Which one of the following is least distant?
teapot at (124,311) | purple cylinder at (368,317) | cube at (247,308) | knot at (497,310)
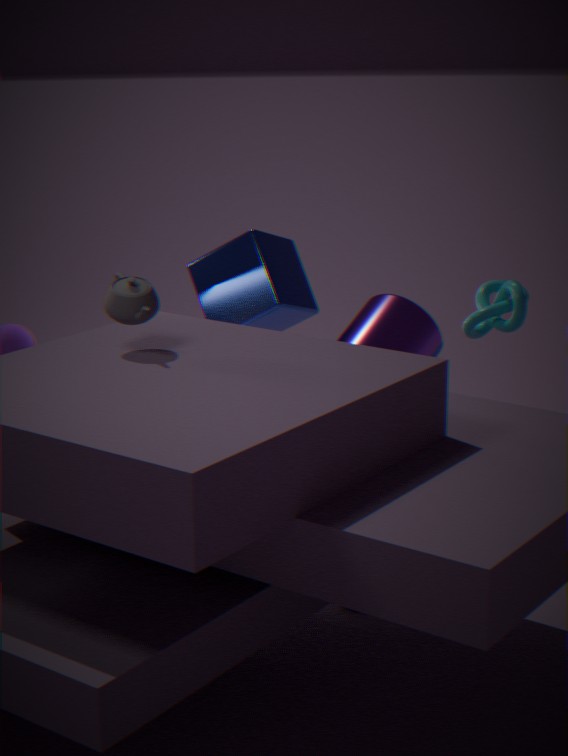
teapot at (124,311)
